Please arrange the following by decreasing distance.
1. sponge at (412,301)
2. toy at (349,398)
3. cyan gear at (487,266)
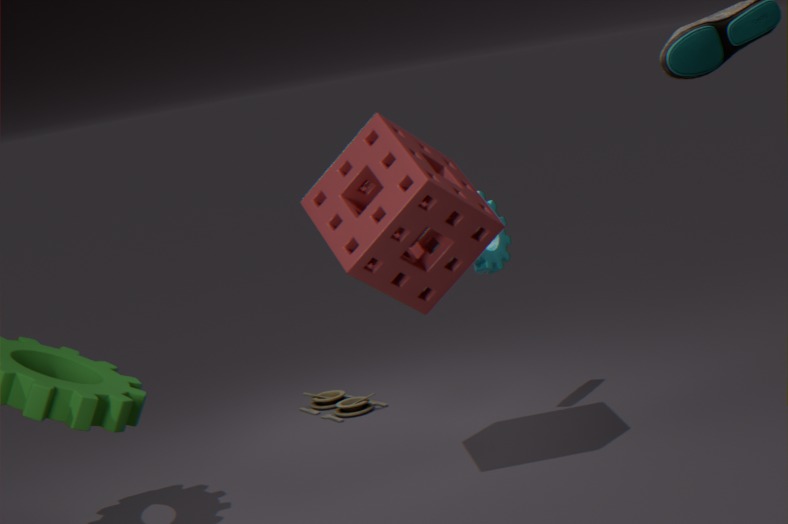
toy at (349,398) < cyan gear at (487,266) < sponge at (412,301)
